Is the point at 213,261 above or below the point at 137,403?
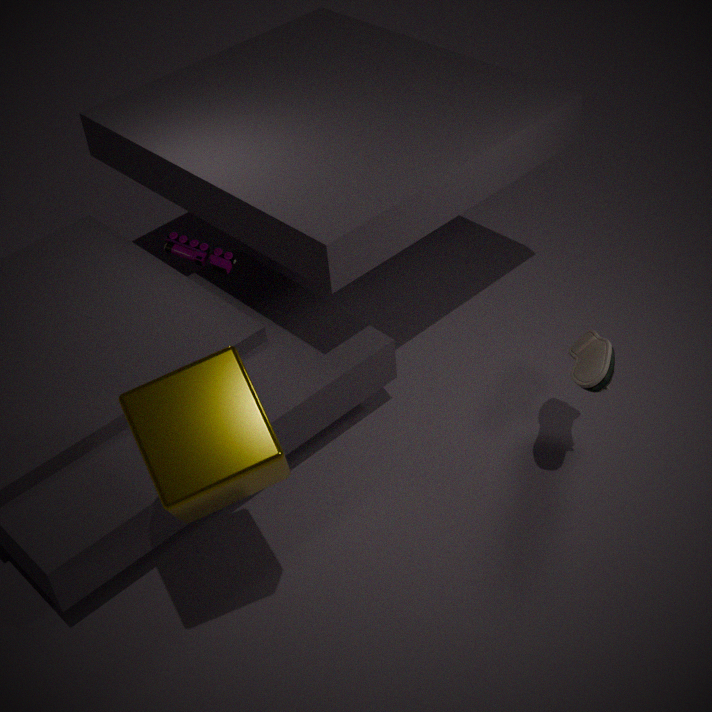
above
